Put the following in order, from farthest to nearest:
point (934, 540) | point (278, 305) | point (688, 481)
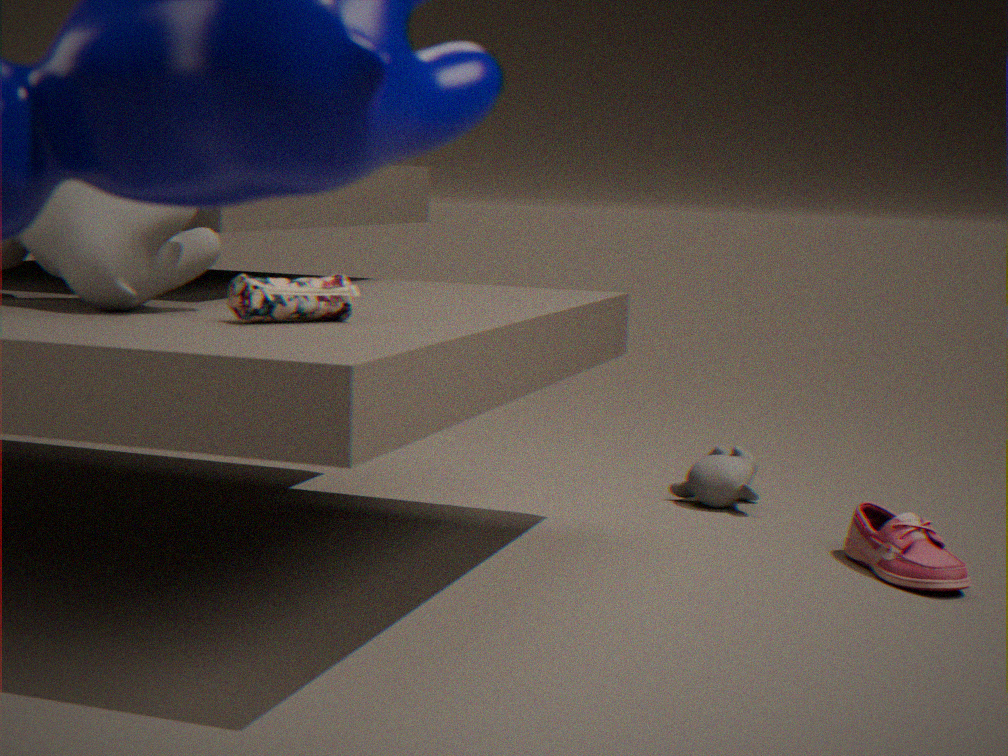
point (688, 481), point (934, 540), point (278, 305)
